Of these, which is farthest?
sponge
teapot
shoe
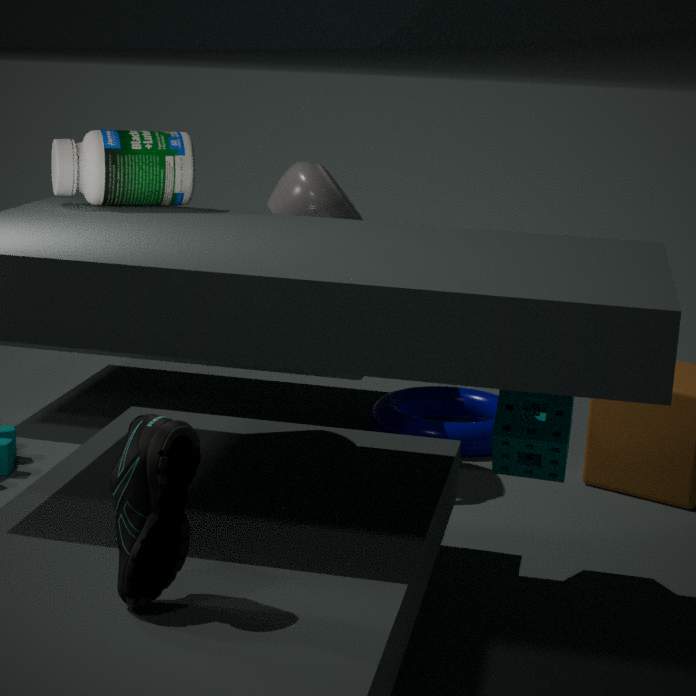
teapot
